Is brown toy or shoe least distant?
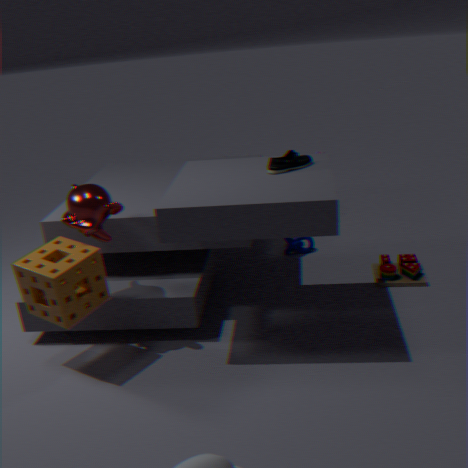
shoe
